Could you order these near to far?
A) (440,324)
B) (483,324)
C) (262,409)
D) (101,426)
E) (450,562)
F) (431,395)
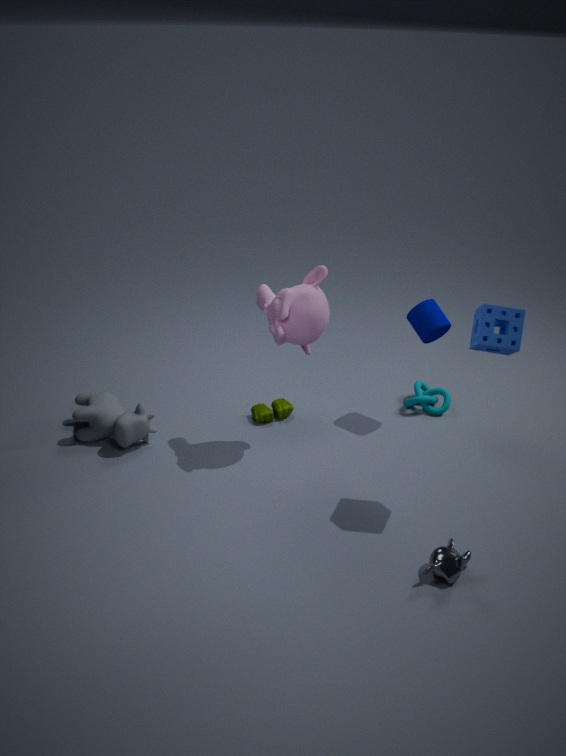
1. (483,324)
2. (450,562)
3. (440,324)
4. (101,426)
5. (262,409)
6. (431,395)
